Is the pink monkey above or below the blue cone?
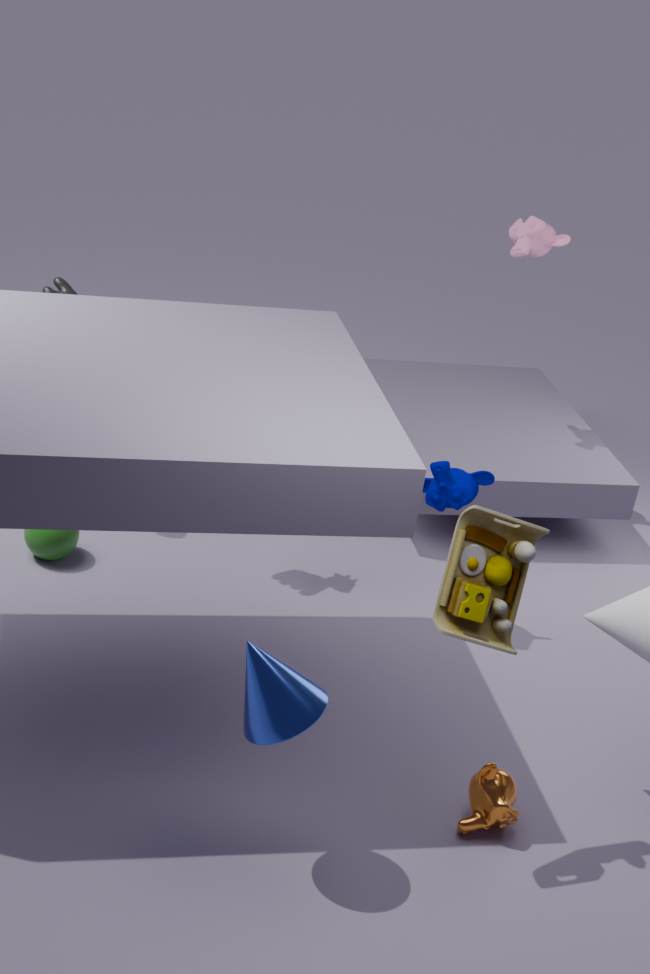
above
